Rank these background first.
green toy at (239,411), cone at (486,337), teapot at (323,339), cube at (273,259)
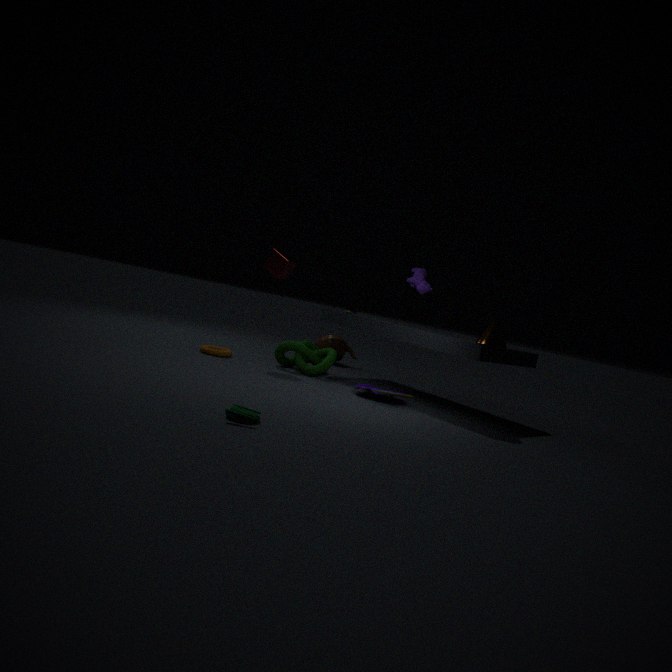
teapot at (323,339)
cube at (273,259)
cone at (486,337)
green toy at (239,411)
